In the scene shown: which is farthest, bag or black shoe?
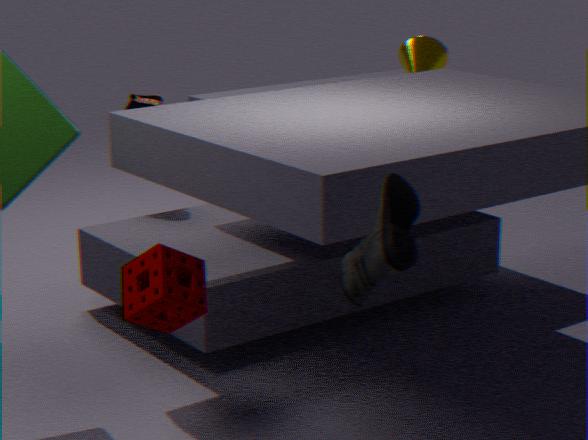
bag
